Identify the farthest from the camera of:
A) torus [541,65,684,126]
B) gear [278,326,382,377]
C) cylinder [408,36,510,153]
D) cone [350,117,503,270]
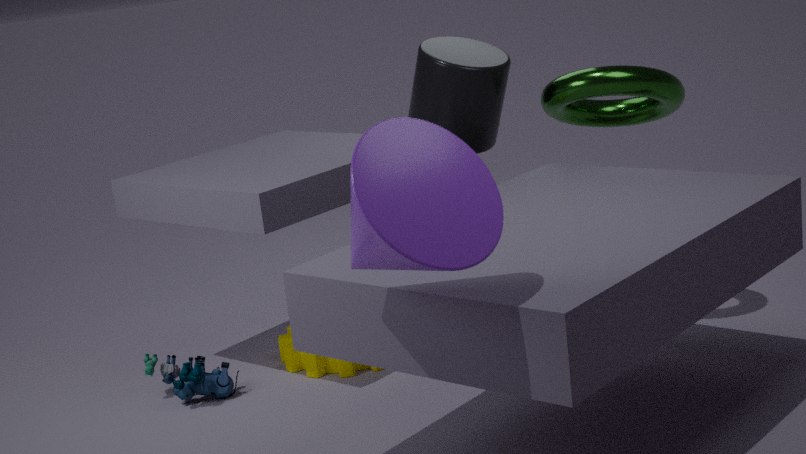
gear [278,326,382,377]
